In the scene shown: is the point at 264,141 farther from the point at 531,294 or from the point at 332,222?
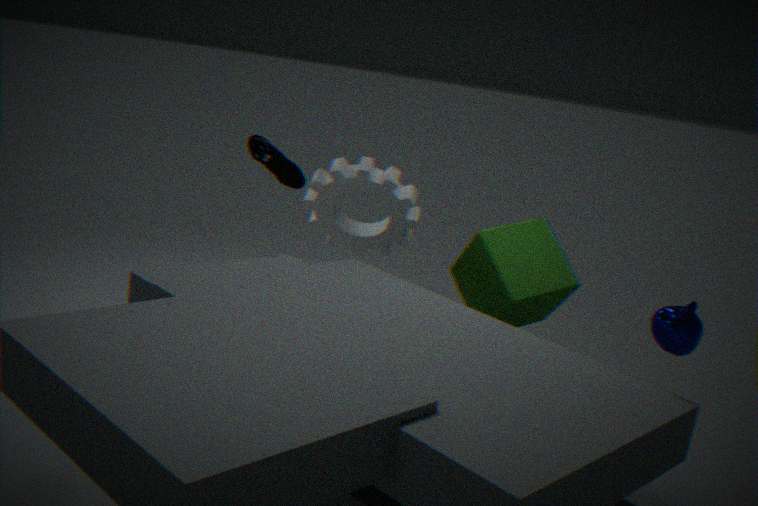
the point at 531,294
